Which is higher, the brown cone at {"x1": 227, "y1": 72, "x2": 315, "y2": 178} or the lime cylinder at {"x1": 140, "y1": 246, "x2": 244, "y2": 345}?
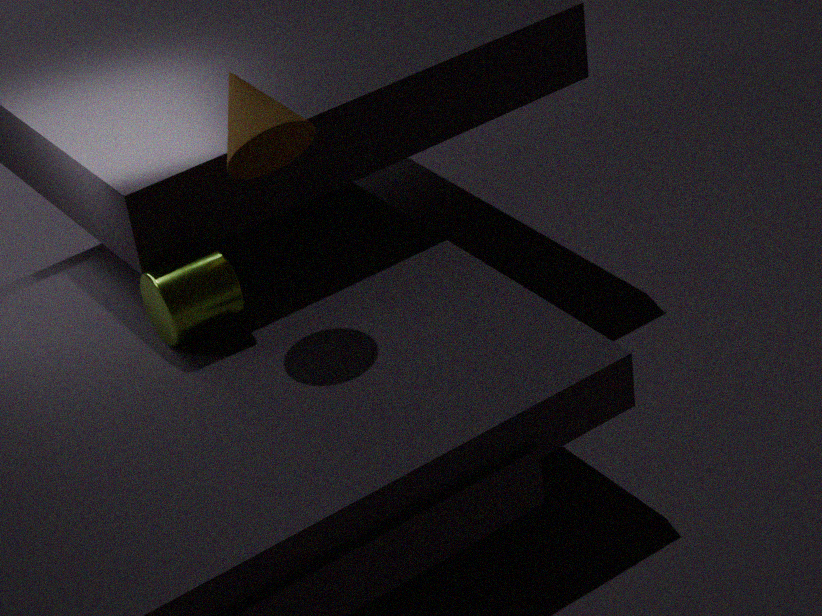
the brown cone at {"x1": 227, "y1": 72, "x2": 315, "y2": 178}
